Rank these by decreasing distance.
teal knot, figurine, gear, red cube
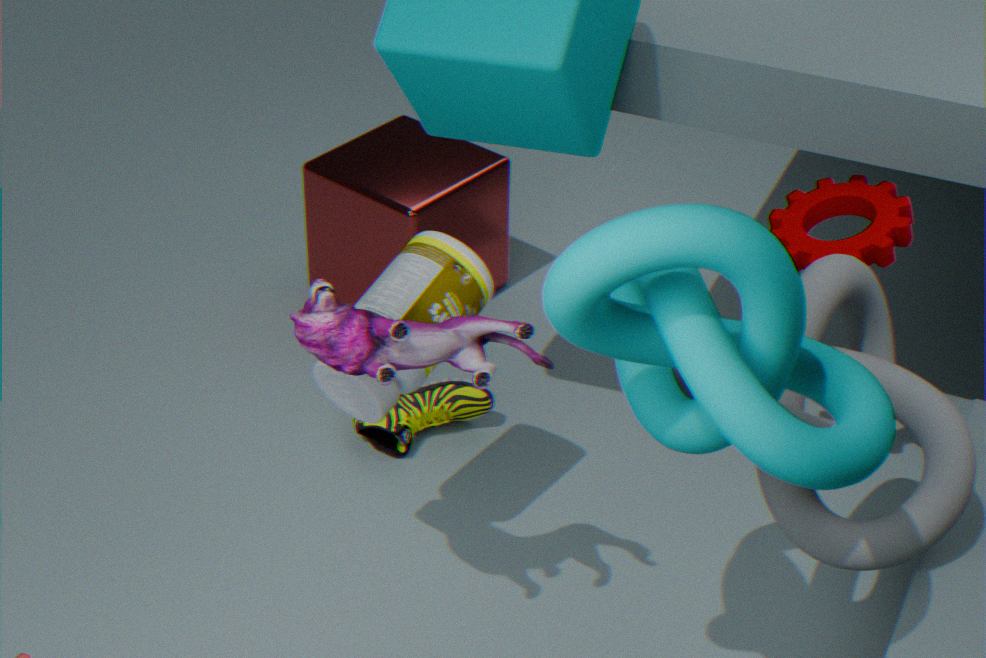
red cube < gear < figurine < teal knot
